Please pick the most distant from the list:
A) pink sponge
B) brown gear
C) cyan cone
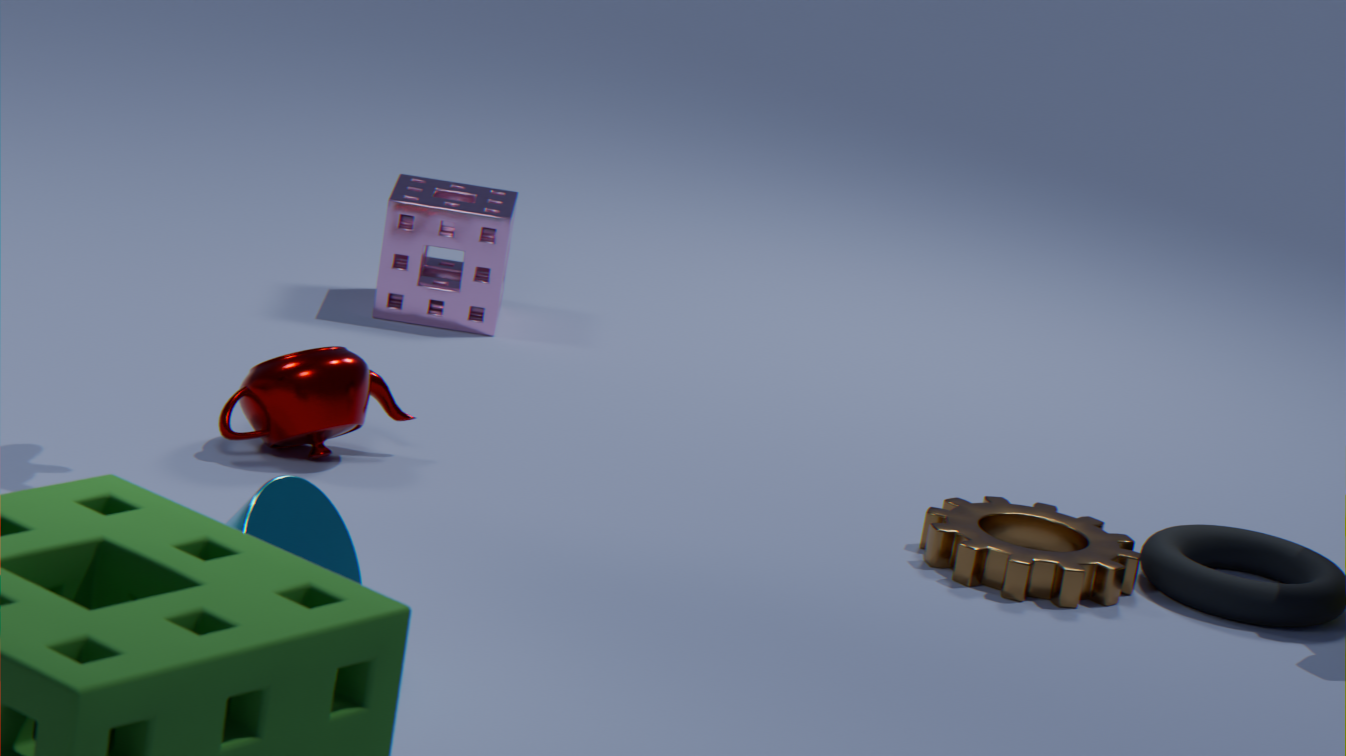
pink sponge
